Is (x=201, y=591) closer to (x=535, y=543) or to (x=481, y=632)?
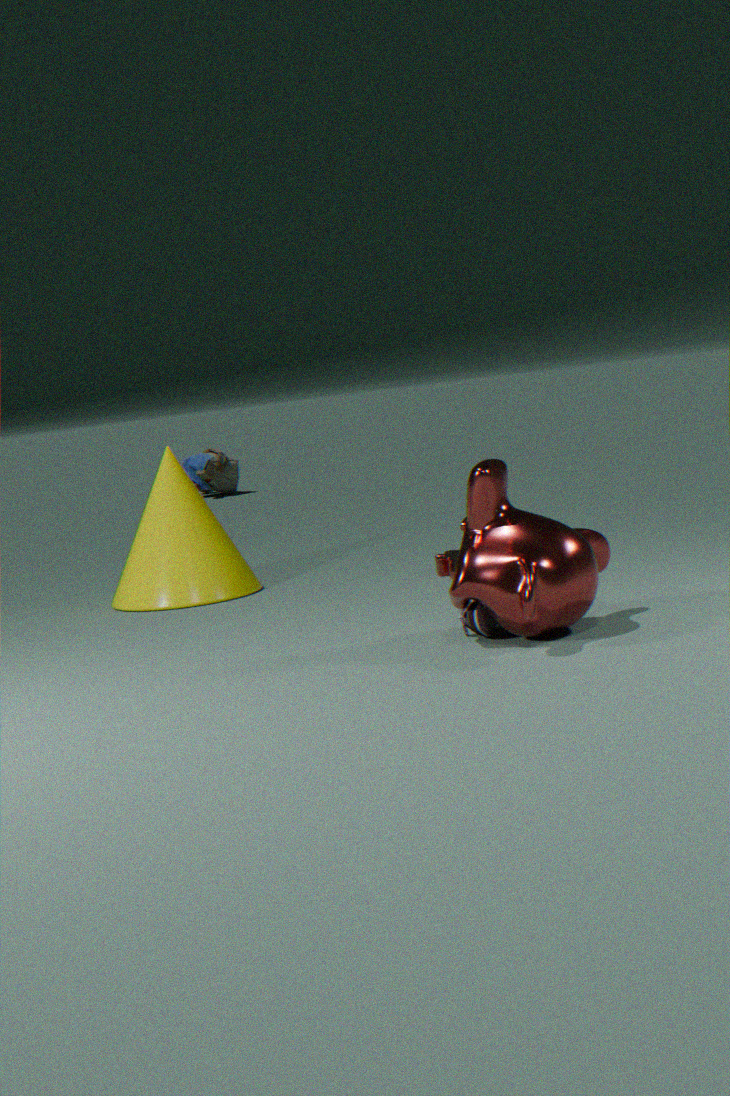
(x=481, y=632)
